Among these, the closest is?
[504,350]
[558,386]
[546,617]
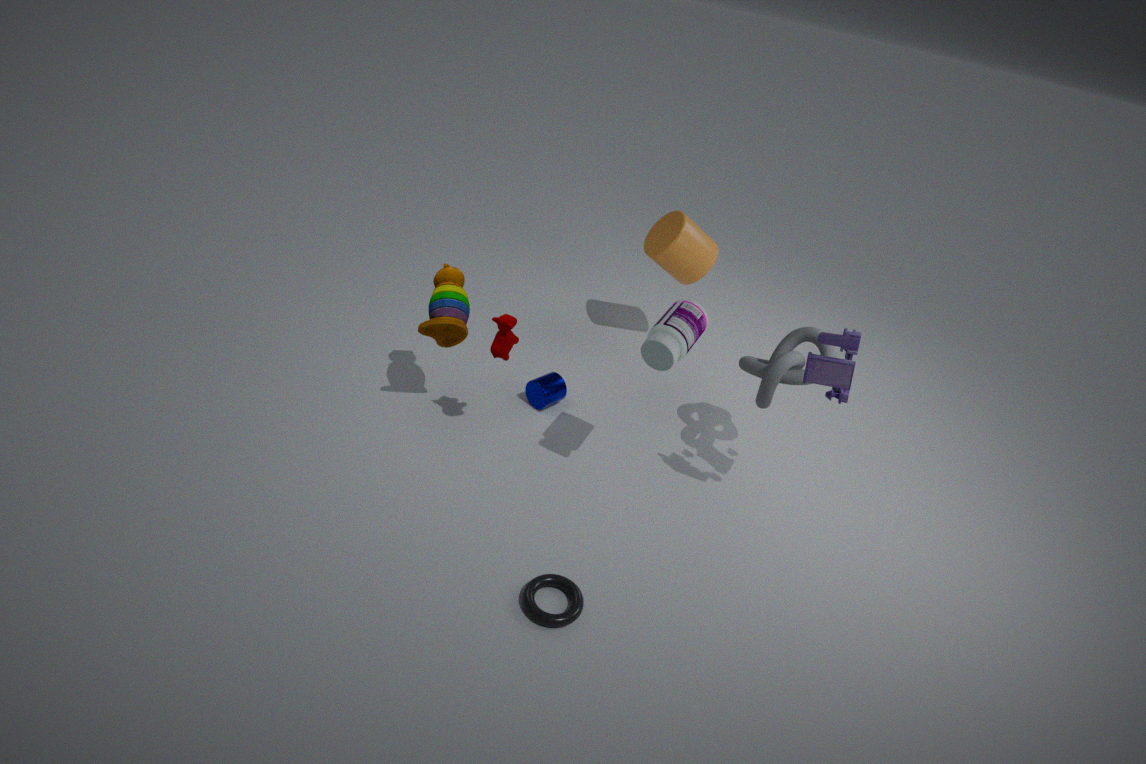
[546,617]
